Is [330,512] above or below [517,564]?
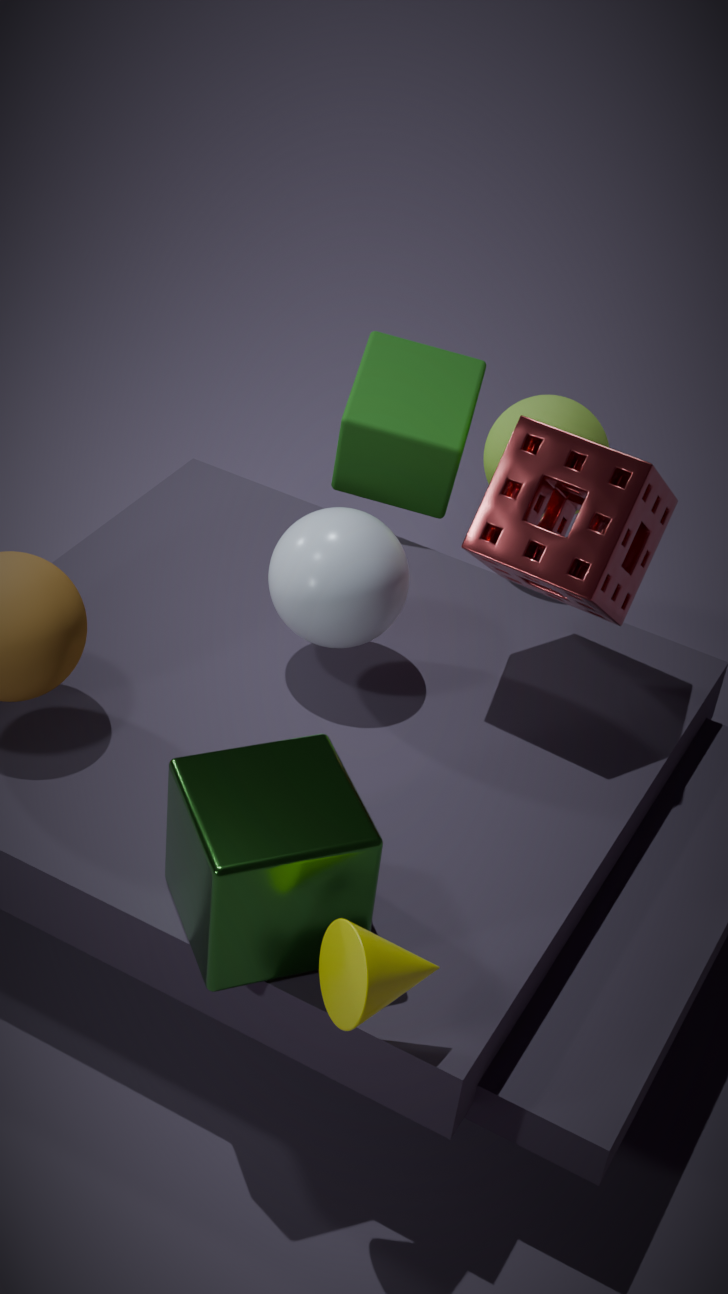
below
